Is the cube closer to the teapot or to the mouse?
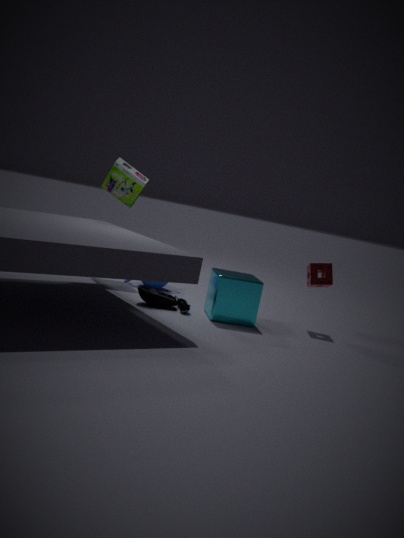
the mouse
